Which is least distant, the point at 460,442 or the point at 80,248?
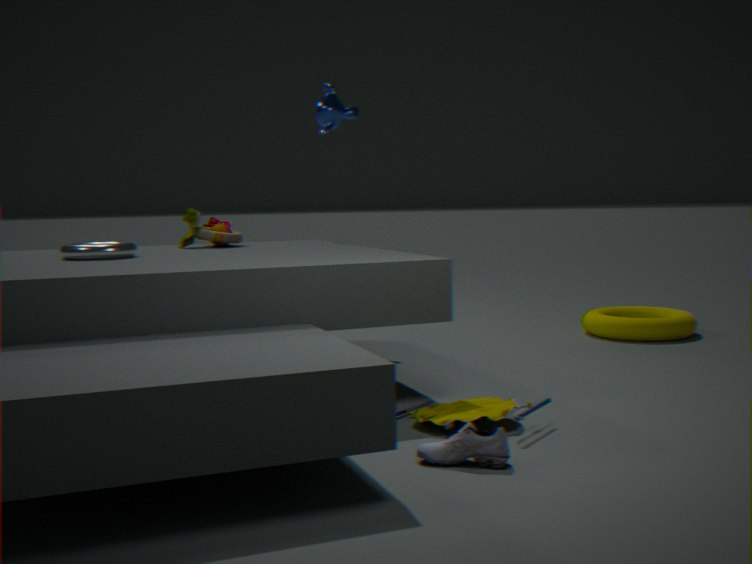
the point at 460,442
